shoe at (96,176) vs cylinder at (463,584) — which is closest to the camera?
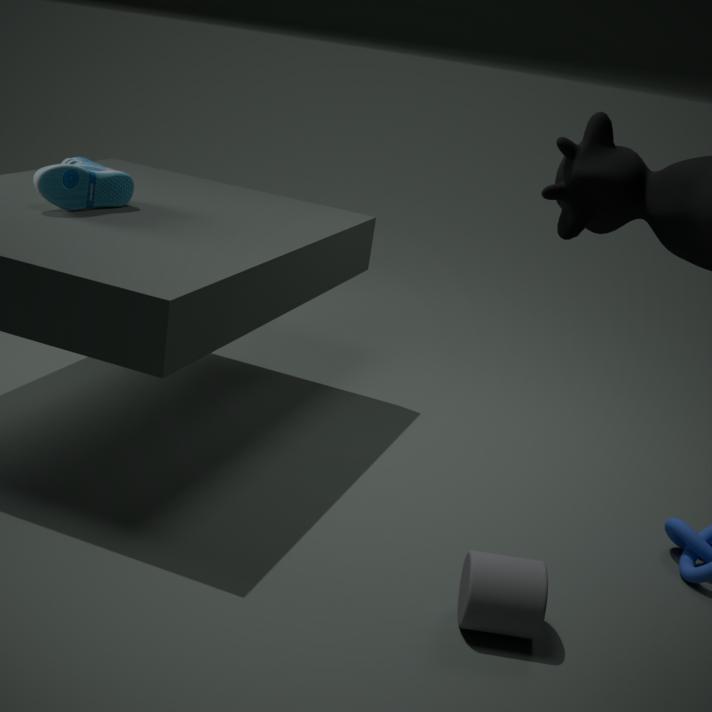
cylinder at (463,584)
